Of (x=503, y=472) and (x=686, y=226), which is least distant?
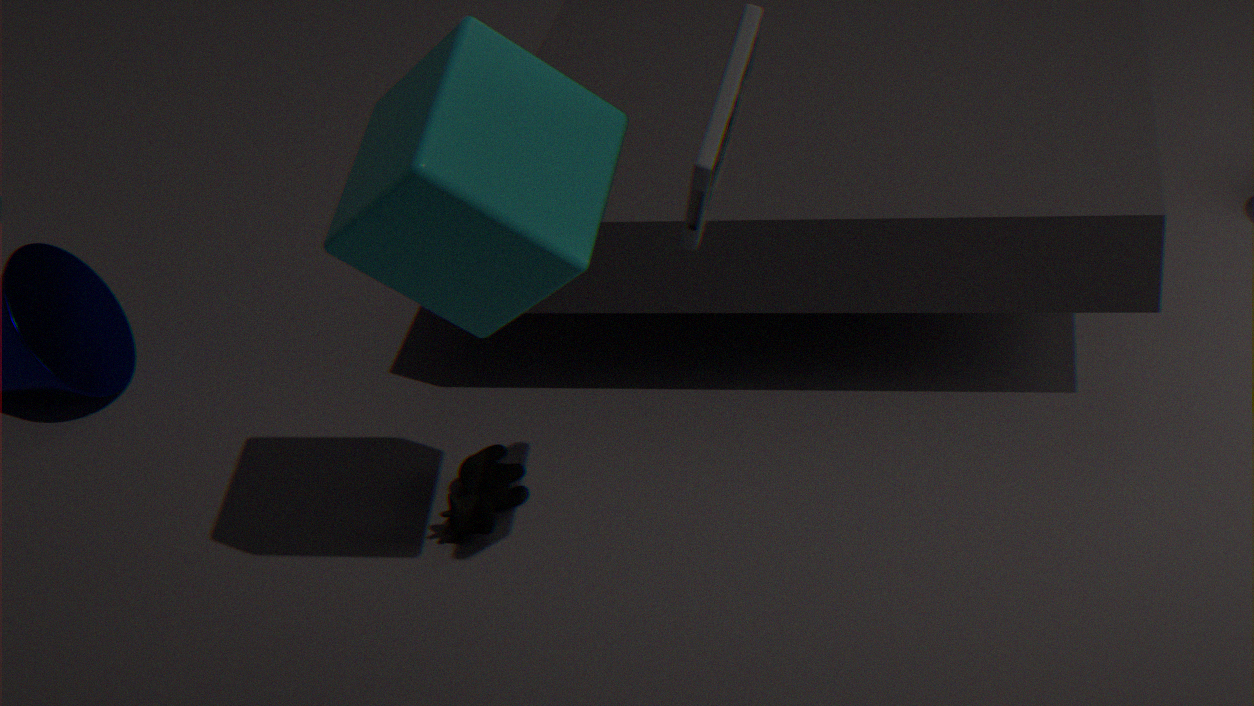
(x=686, y=226)
